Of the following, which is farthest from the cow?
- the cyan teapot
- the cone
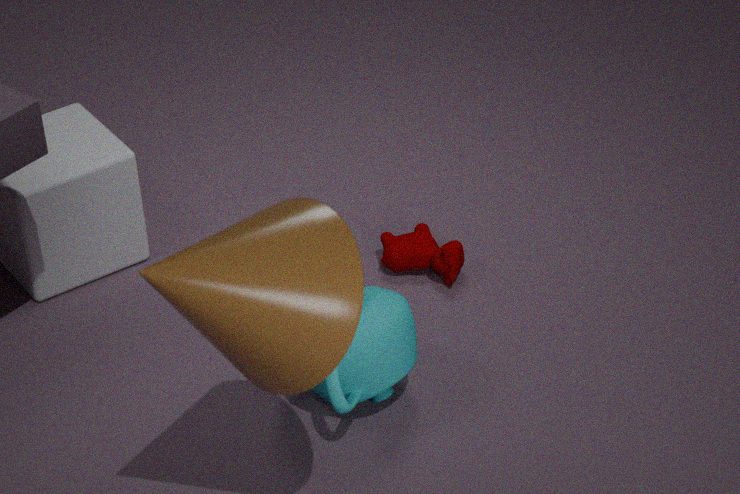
the cone
